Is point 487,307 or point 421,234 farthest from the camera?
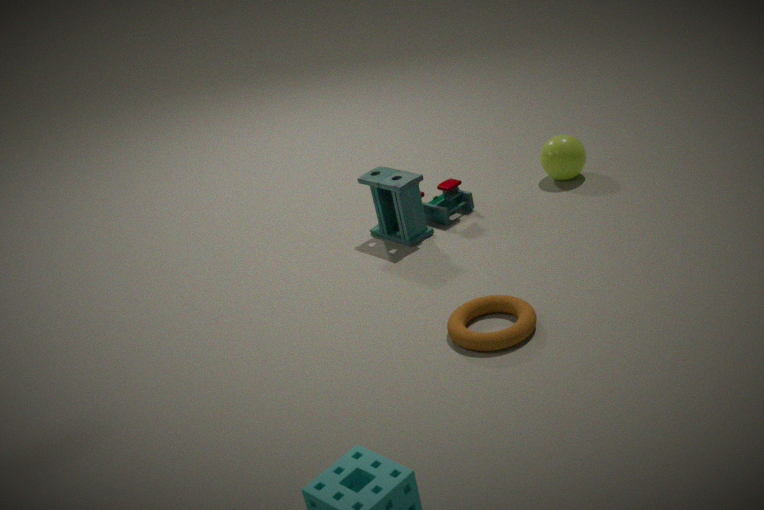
point 421,234
